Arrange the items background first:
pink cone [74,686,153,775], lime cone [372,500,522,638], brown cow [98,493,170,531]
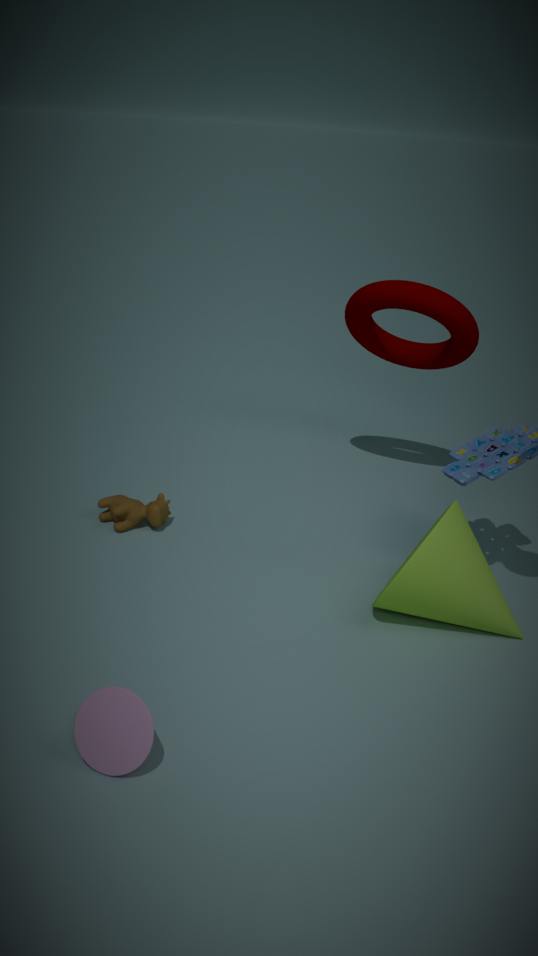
brown cow [98,493,170,531], lime cone [372,500,522,638], pink cone [74,686,153,775]
